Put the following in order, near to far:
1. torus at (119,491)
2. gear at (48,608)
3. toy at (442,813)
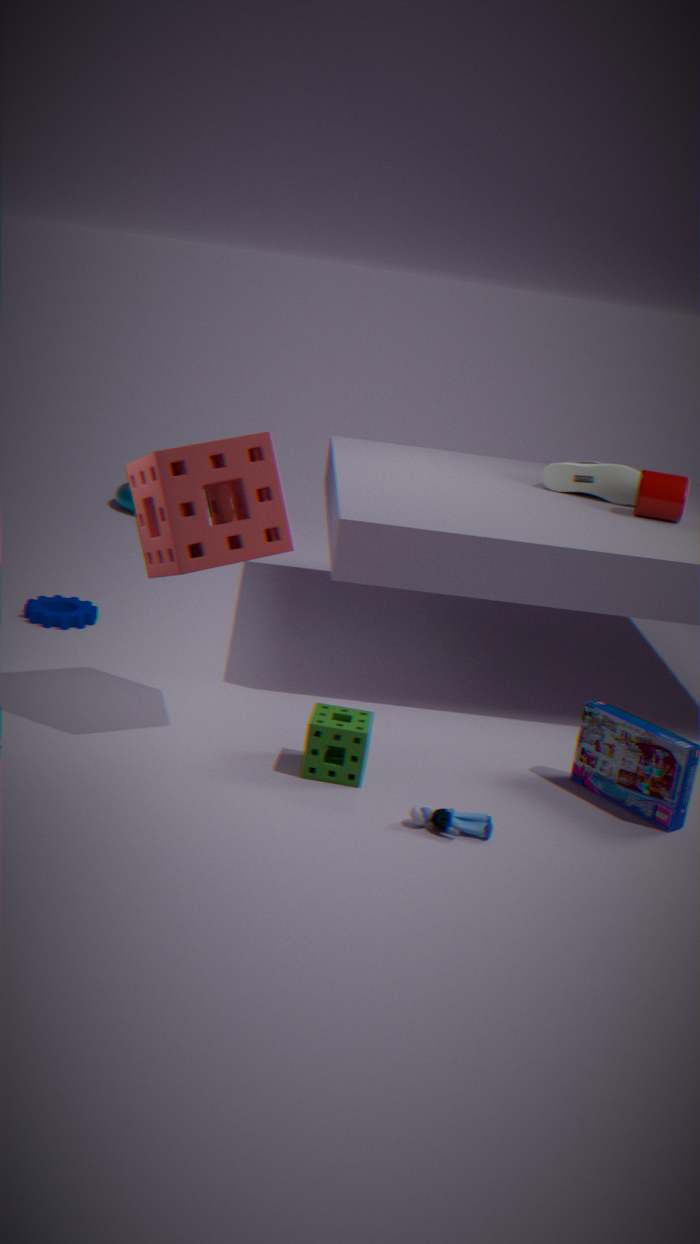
toy at (442,813) → gear at (48,608) → torus at (119,491)
